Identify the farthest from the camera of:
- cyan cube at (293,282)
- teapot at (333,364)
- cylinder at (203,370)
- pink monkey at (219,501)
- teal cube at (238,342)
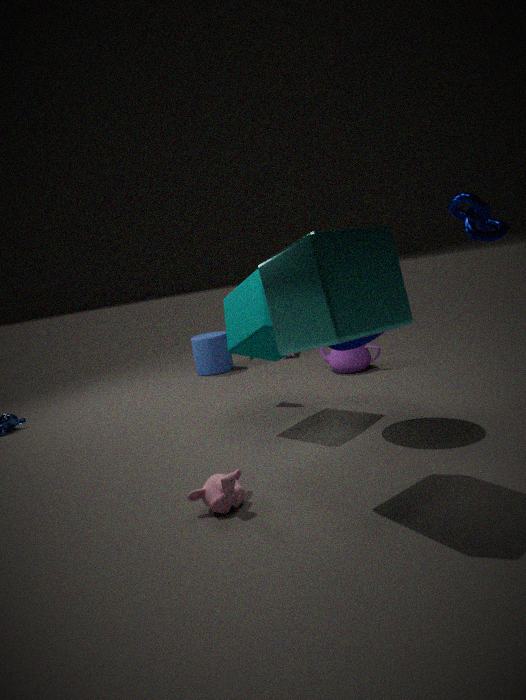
cylinder at (203,370)
